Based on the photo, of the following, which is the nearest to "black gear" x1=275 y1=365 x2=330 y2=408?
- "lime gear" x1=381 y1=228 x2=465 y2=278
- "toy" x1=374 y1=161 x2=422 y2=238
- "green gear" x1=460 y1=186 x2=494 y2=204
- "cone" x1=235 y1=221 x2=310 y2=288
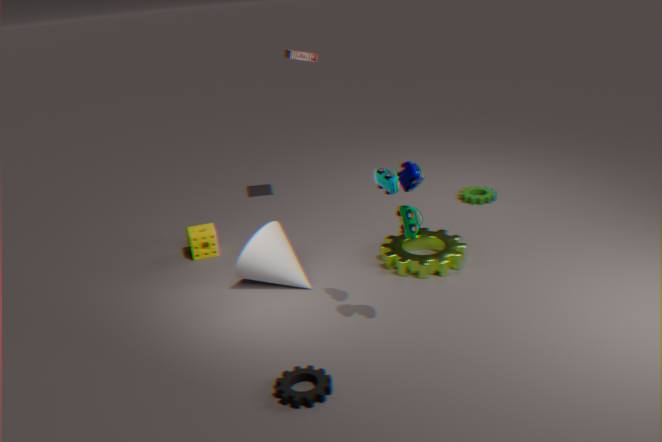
"toy" x1=374 y1=161 x2=422 y2=238
